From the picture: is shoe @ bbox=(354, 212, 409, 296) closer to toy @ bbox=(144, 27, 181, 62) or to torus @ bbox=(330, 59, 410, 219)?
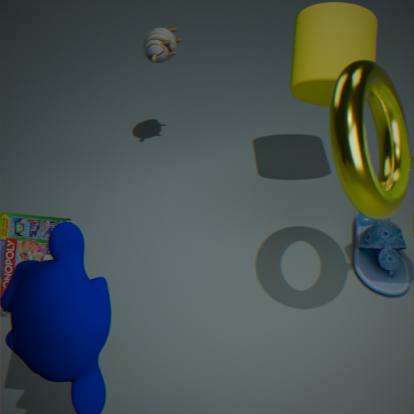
torus @ bbox=(330, 59, 410, 219)
